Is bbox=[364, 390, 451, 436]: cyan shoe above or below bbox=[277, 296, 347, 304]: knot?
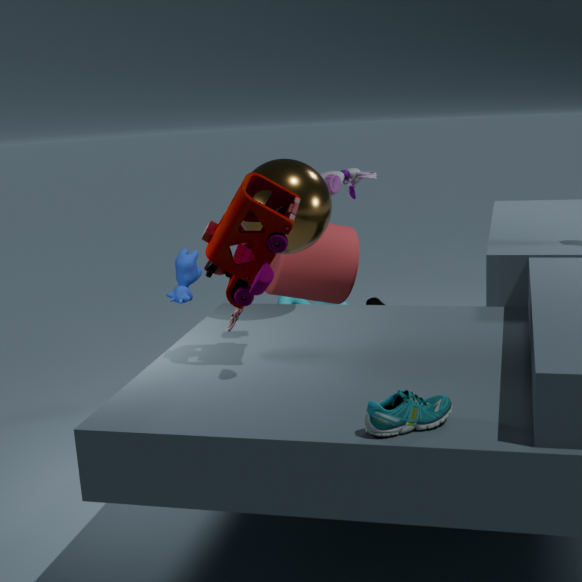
above
